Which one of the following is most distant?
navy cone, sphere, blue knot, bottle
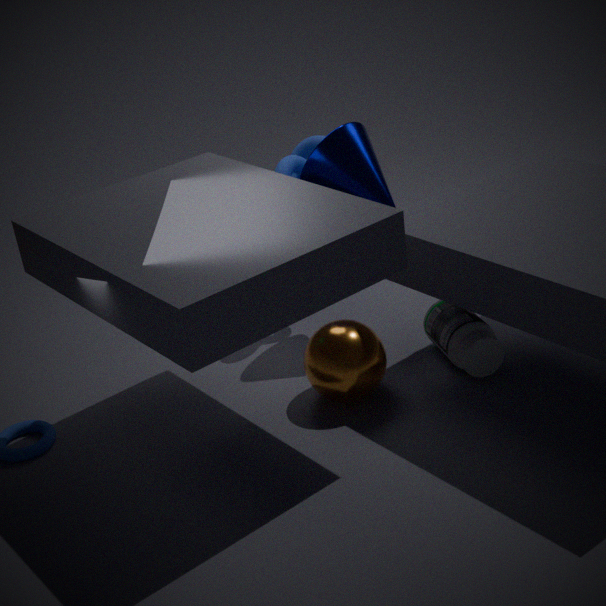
blue knot
